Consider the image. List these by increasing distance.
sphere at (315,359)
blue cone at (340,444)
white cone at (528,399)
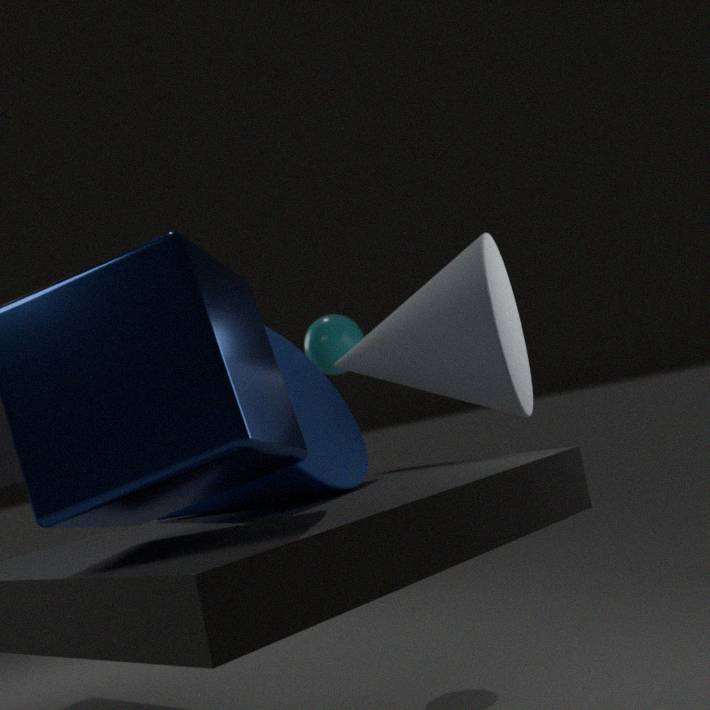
Answer: blue cone at (340,444) → white cone at (528,399) → sphere at (315,359)
